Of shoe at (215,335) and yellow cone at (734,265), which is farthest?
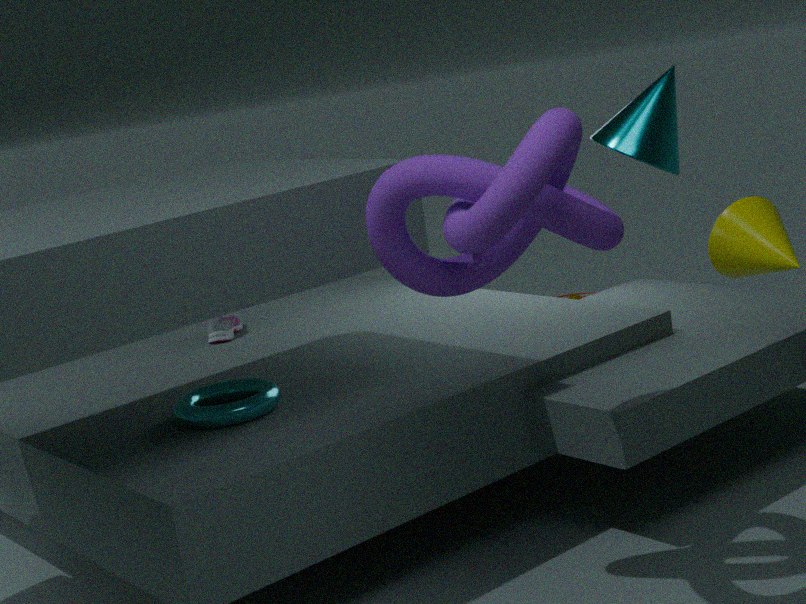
shoe at (215,335)
